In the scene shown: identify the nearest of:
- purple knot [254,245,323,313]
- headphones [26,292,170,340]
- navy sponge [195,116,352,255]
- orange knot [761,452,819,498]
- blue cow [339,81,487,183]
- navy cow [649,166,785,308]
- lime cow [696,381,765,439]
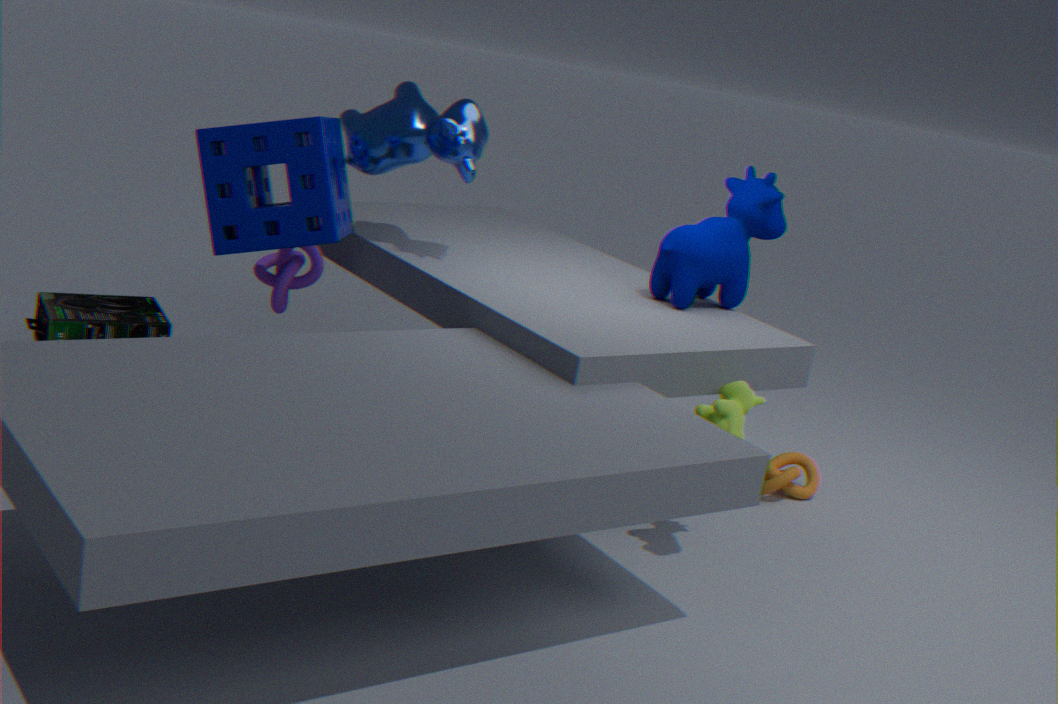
lime cow [696,381,765,439]
